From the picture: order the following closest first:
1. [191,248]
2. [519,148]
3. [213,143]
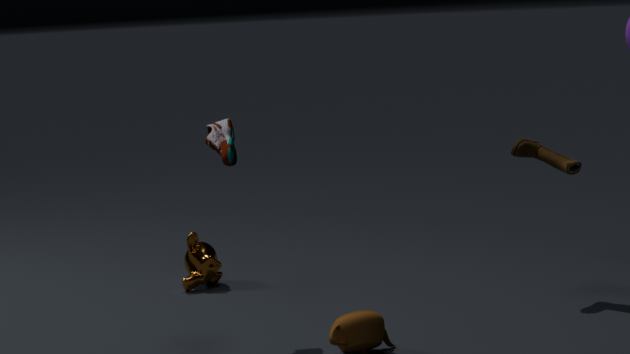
[213,143] → [519,148] → [191,248]
